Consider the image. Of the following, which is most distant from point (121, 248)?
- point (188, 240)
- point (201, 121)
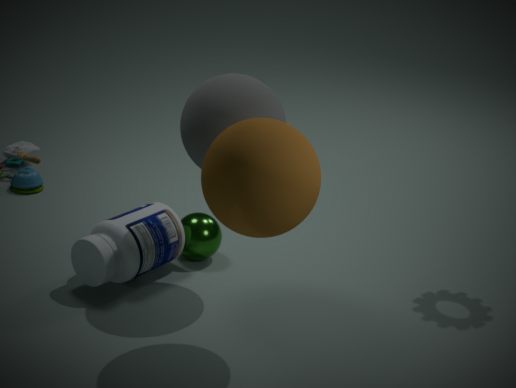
point (201, 121)
